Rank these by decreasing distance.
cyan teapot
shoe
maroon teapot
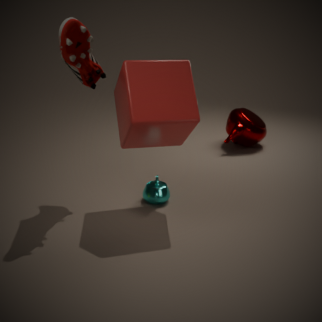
maroon teapot < cyan teapot < shoe
